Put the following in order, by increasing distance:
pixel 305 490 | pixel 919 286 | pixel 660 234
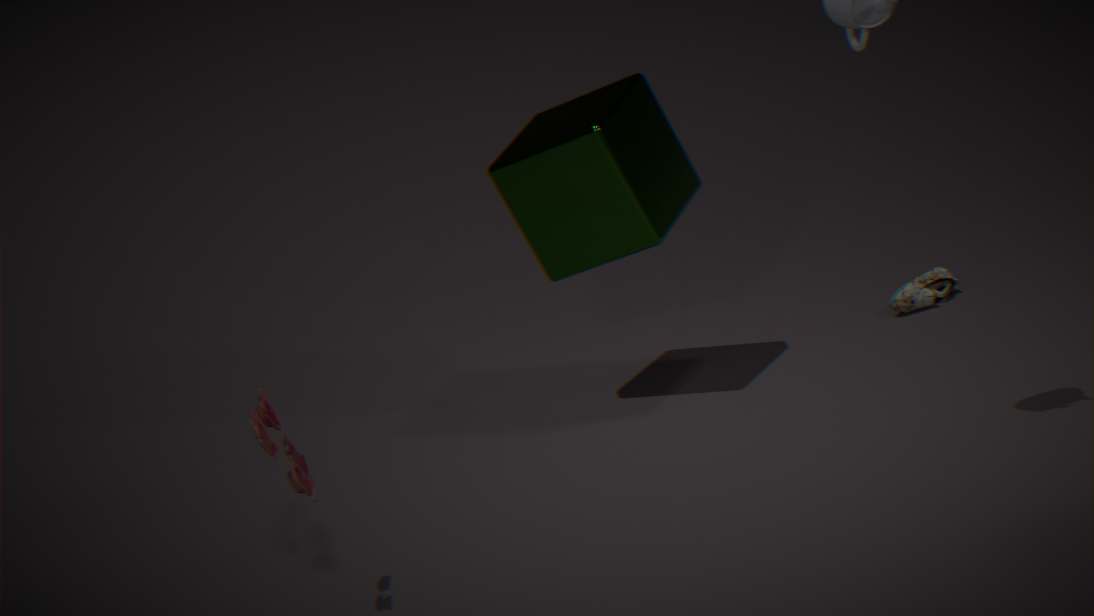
pixel 305 490 < pixel 660 234 < pixel 919 286
